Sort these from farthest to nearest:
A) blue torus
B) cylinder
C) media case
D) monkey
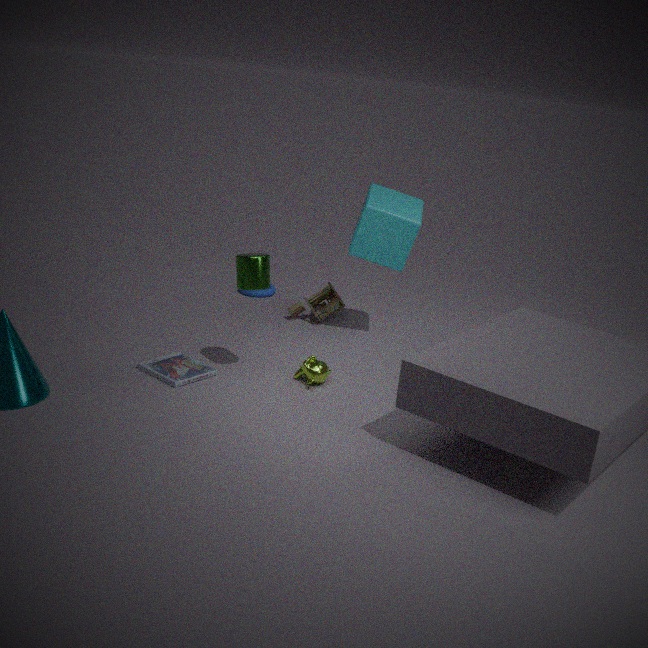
blue torus < monkey < media case < cylinder
